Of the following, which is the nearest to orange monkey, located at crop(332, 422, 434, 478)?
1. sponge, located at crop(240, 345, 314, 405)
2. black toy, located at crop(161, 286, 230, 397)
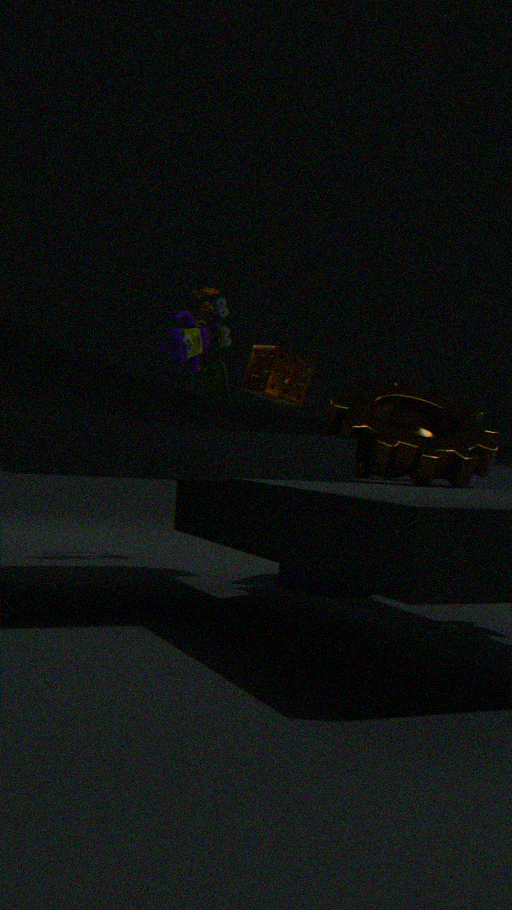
sponge, located at crop(240, 345, 314, 405)
